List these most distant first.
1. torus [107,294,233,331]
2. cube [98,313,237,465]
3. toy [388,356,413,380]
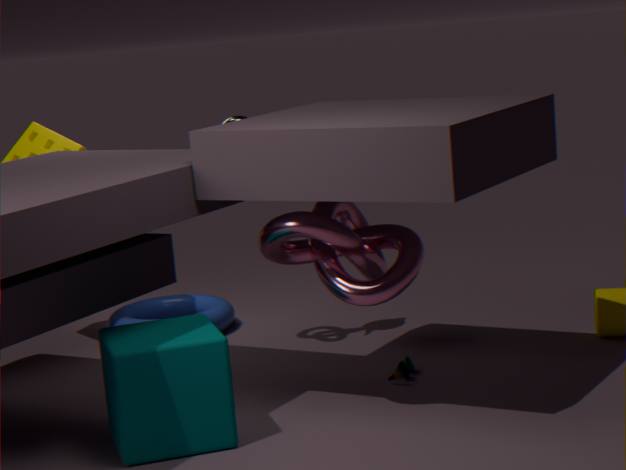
torus [107,294,233,331] → toy [388,356,413,380] → cube [98,313,237,465]
